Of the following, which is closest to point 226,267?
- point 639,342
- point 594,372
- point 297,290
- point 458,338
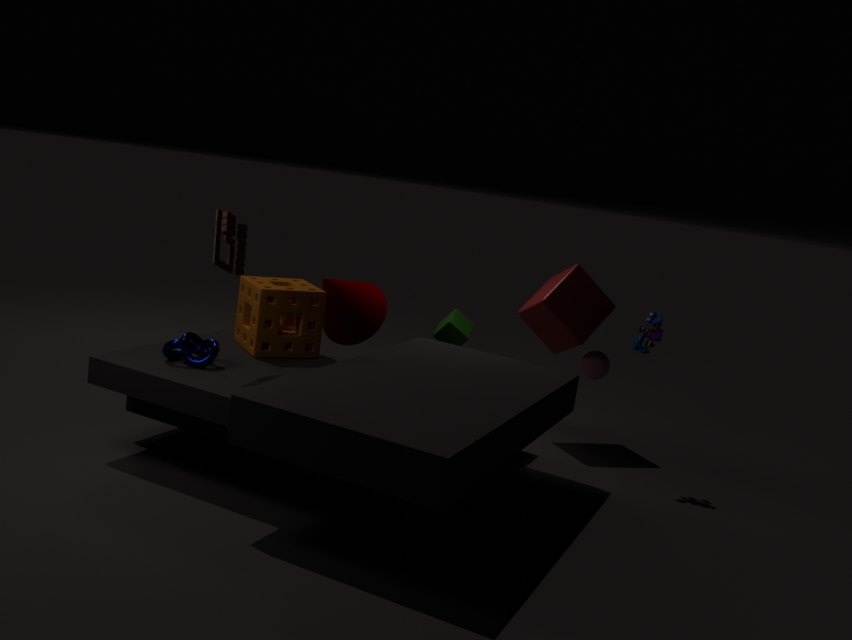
point 297,290
